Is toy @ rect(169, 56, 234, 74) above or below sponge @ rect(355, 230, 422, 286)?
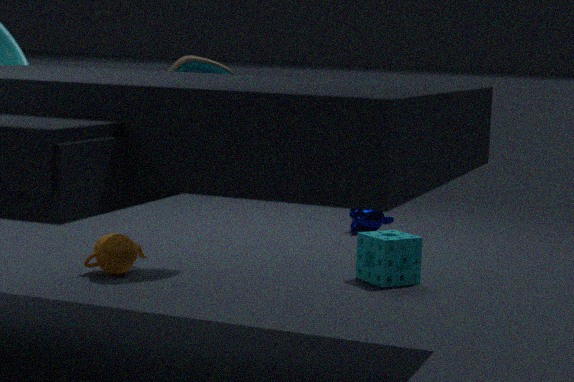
above
